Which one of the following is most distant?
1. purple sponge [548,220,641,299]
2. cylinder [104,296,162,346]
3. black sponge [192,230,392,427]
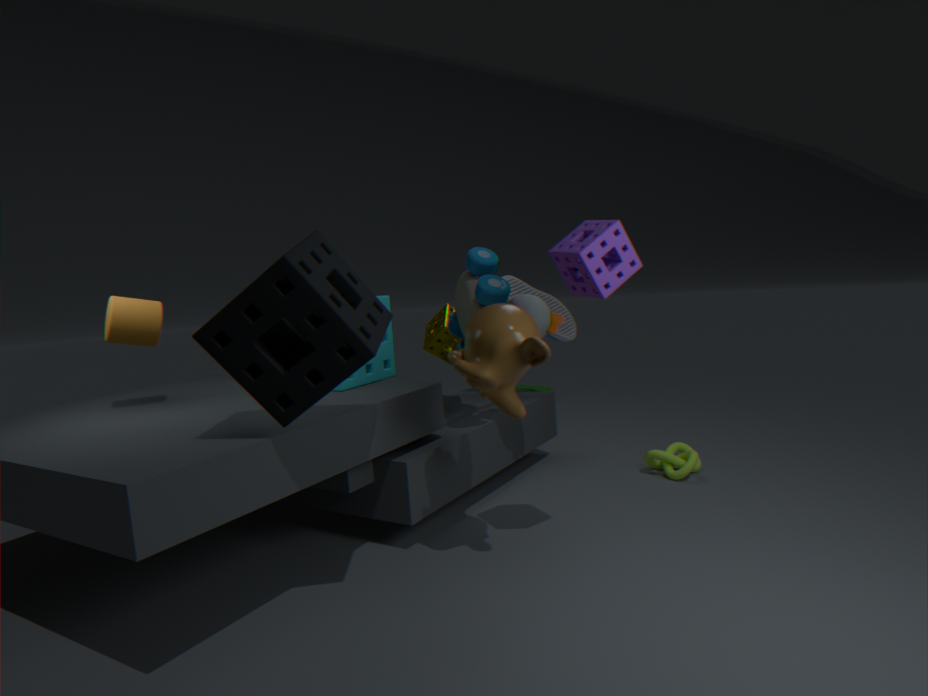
cylinder [104,296,162,346]
